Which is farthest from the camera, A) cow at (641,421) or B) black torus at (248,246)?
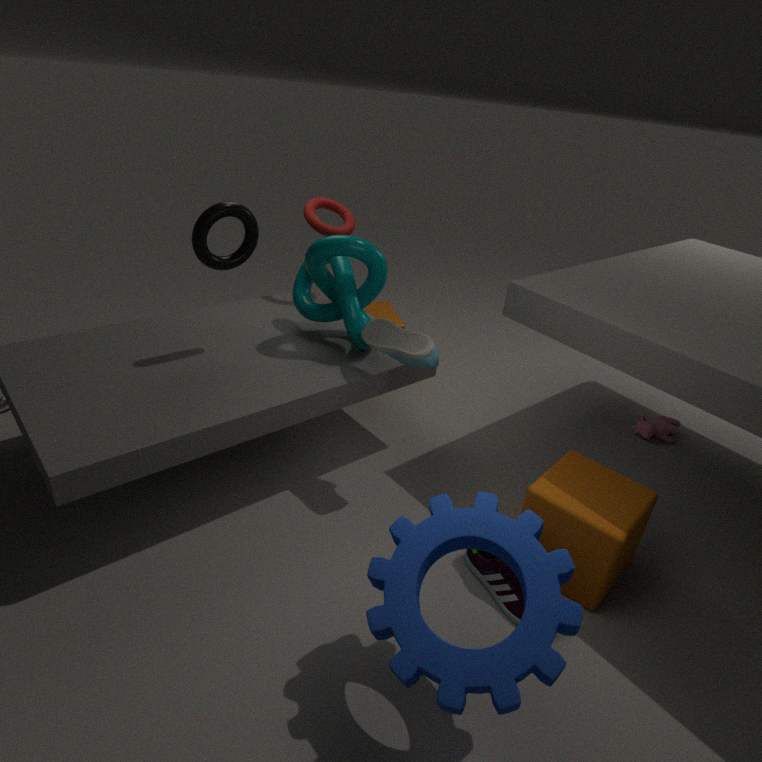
A. cow at (641,421)
